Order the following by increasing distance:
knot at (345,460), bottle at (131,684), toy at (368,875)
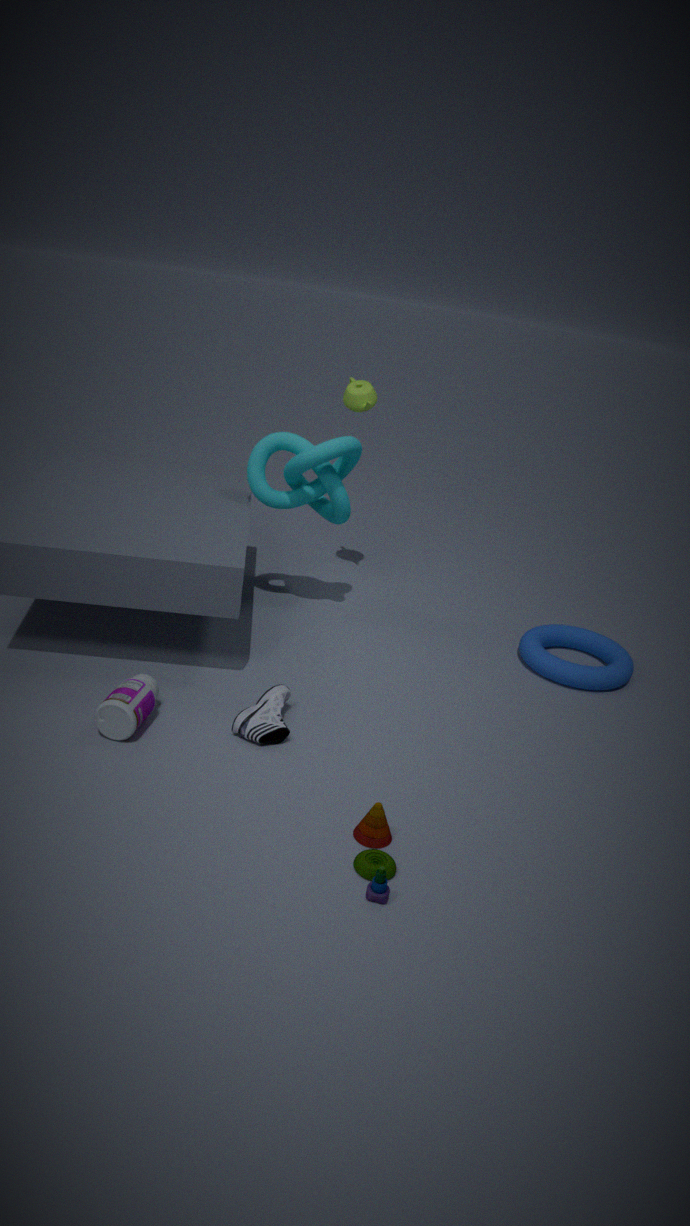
toy at (368,875) < bottle at (131,684) < knot at (345,460)
